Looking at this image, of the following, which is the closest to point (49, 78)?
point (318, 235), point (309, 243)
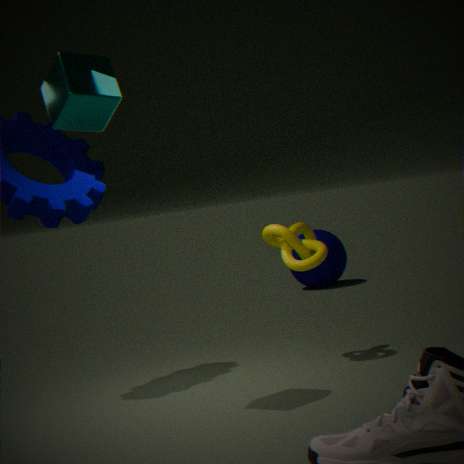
point (309, 243)
